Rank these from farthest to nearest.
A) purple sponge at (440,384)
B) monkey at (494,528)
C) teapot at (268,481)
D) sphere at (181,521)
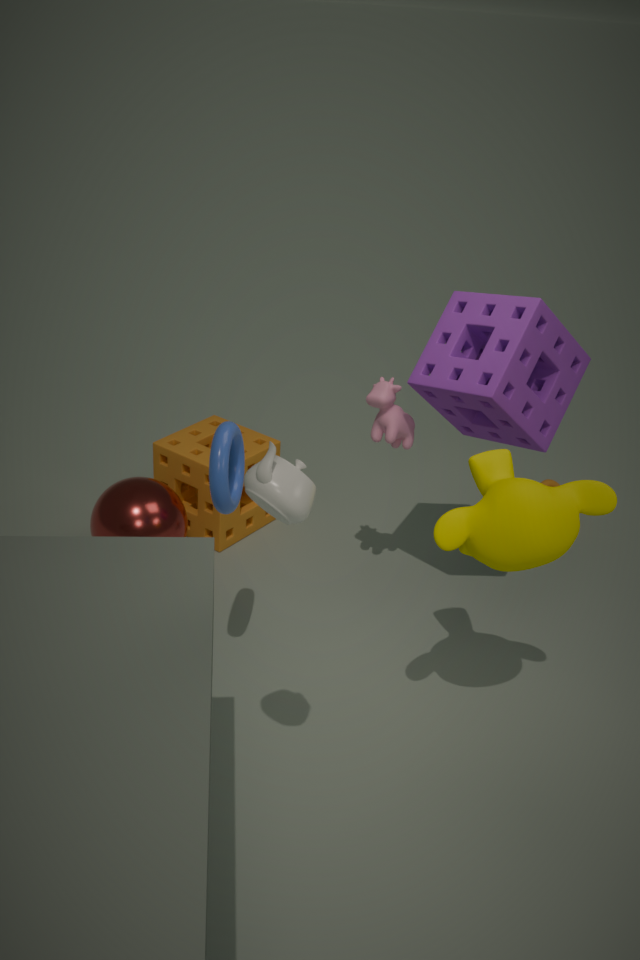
1. sphere at (181,521)
2. purple sponge at (440,384)
3. monkey at (494,528)
4. teapot at (268,481)
